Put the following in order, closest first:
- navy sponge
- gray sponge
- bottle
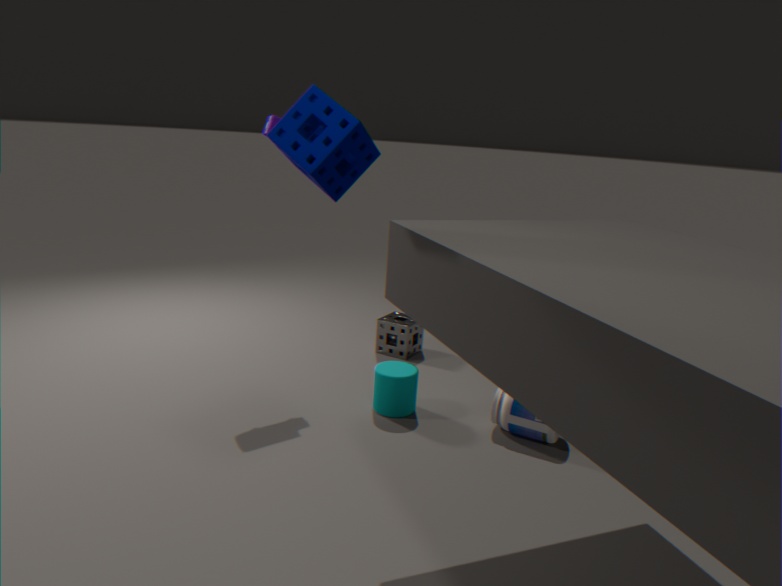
navy sponge, bottle, gray sponge
